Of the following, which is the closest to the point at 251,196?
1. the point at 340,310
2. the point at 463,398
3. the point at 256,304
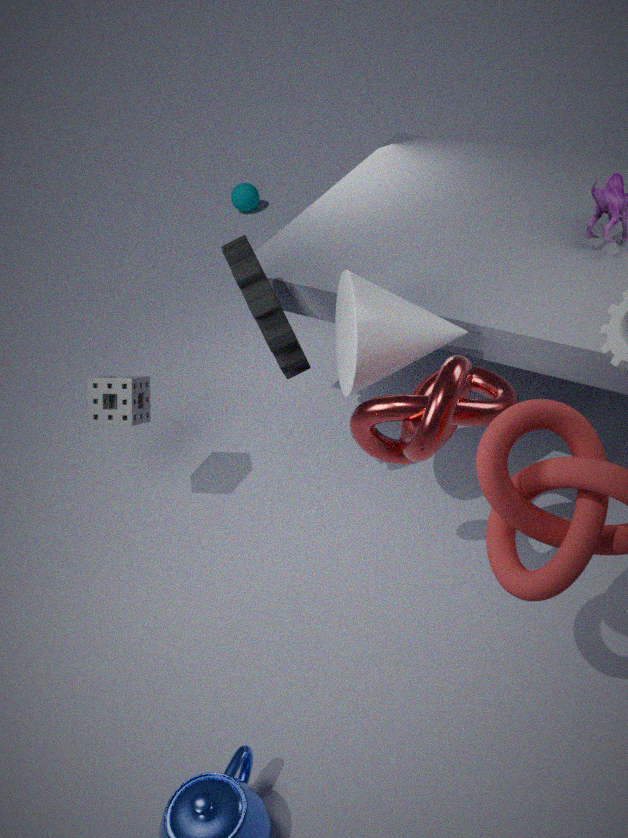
the point at 256,304
